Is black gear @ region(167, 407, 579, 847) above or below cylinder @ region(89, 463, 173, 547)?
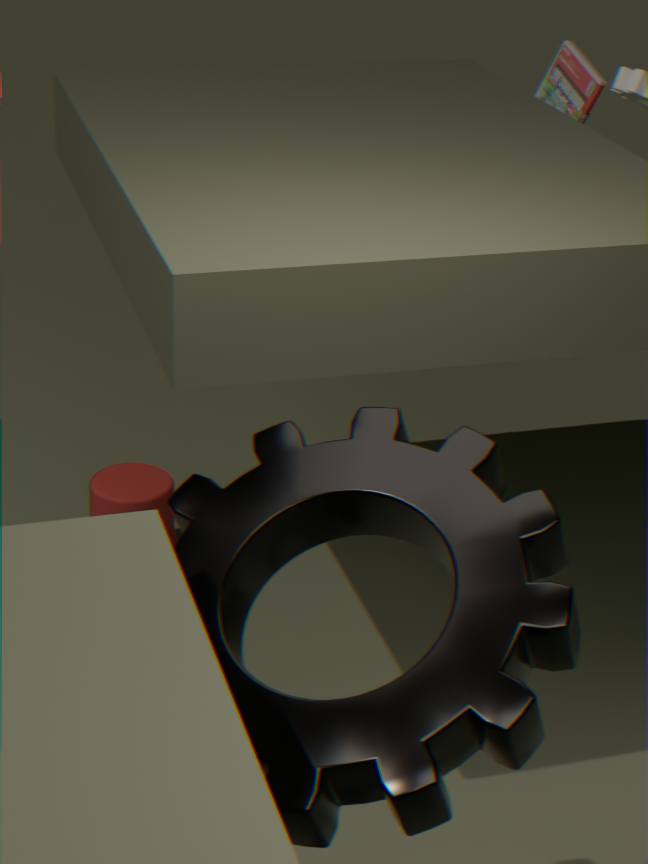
above
